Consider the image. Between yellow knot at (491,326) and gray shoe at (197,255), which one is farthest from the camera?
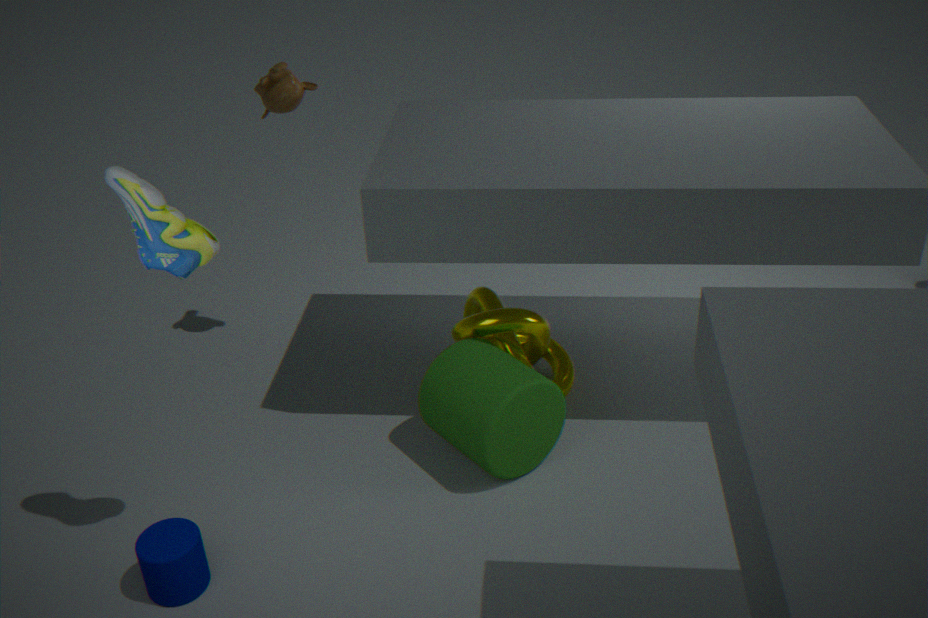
yellow knot at (491,326)
